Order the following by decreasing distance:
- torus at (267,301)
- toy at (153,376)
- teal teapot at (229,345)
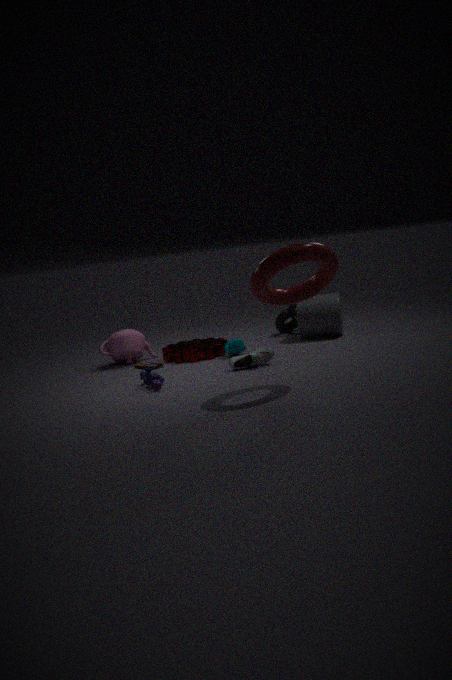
teal teapot at (229,345) → toy at (153,376) → torus at (267,301)
